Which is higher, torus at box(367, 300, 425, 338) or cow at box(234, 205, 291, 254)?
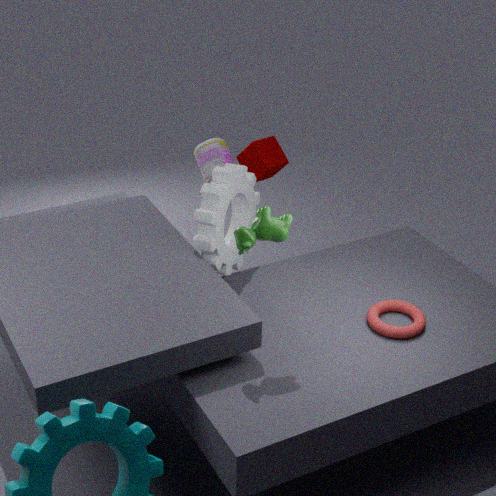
cow at box(234, 205, 291, 254)
